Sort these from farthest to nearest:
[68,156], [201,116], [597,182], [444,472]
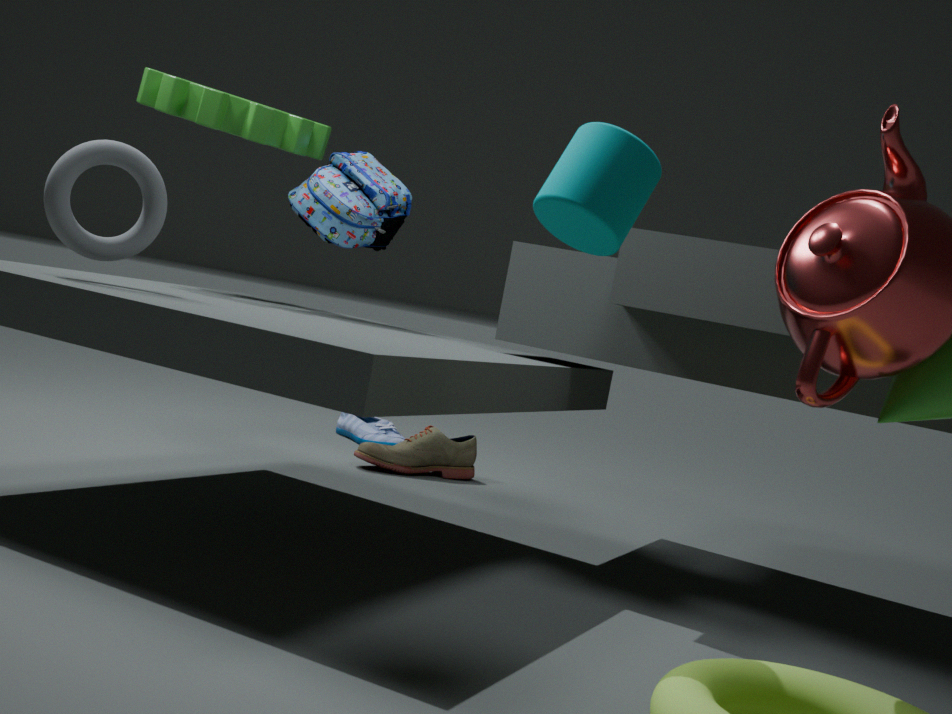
[444,472] < [201,116] < [68,156] < [597,182]
